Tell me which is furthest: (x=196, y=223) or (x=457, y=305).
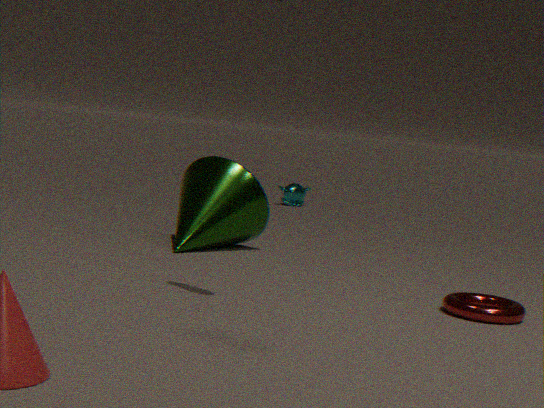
(x=196, y=223)
